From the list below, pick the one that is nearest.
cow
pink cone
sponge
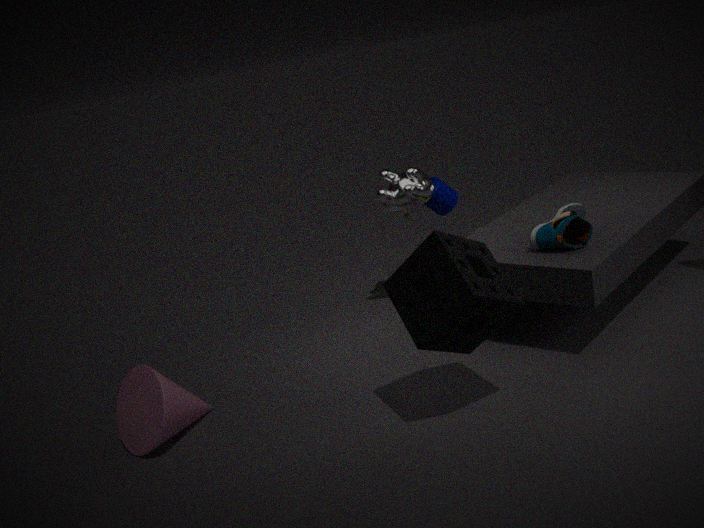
sponge
